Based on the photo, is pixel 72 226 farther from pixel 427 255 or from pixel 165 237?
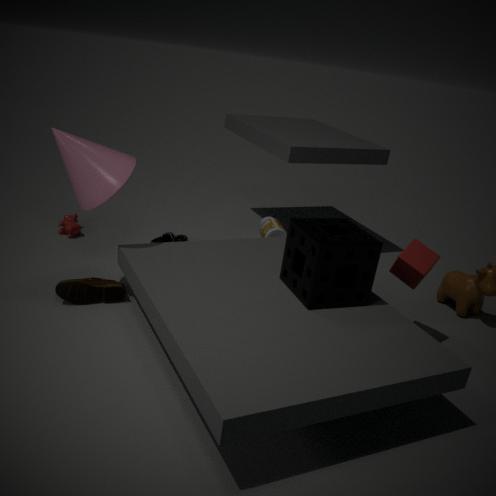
pixel 427 255
